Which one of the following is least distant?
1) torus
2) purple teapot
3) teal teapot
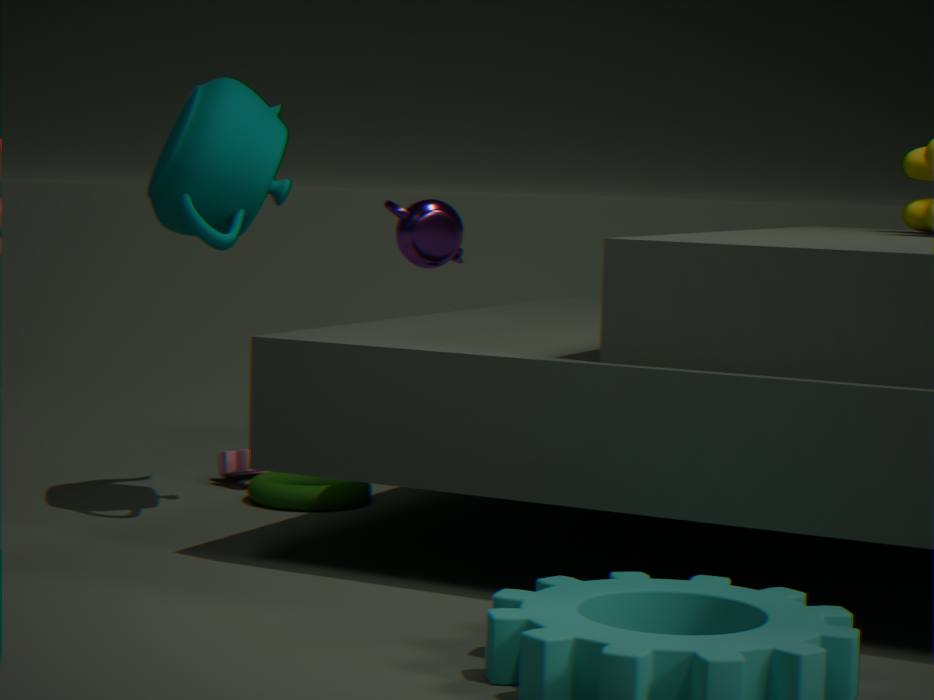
3. teal teapot
